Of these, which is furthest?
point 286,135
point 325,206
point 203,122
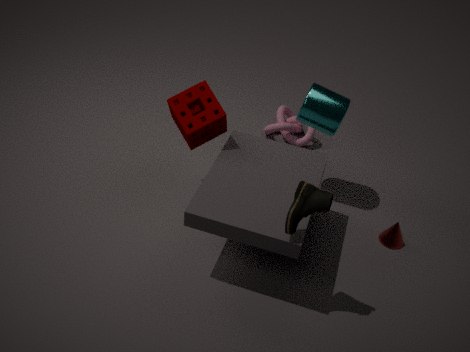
point 286,135
